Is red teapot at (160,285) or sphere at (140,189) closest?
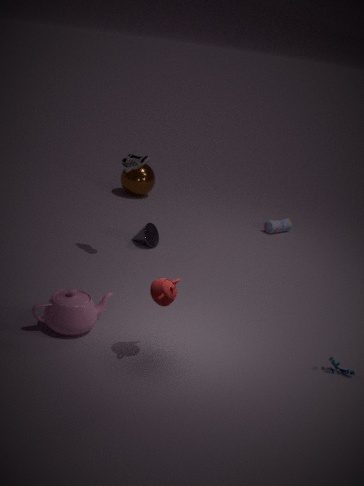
red teapot at (160,285)
